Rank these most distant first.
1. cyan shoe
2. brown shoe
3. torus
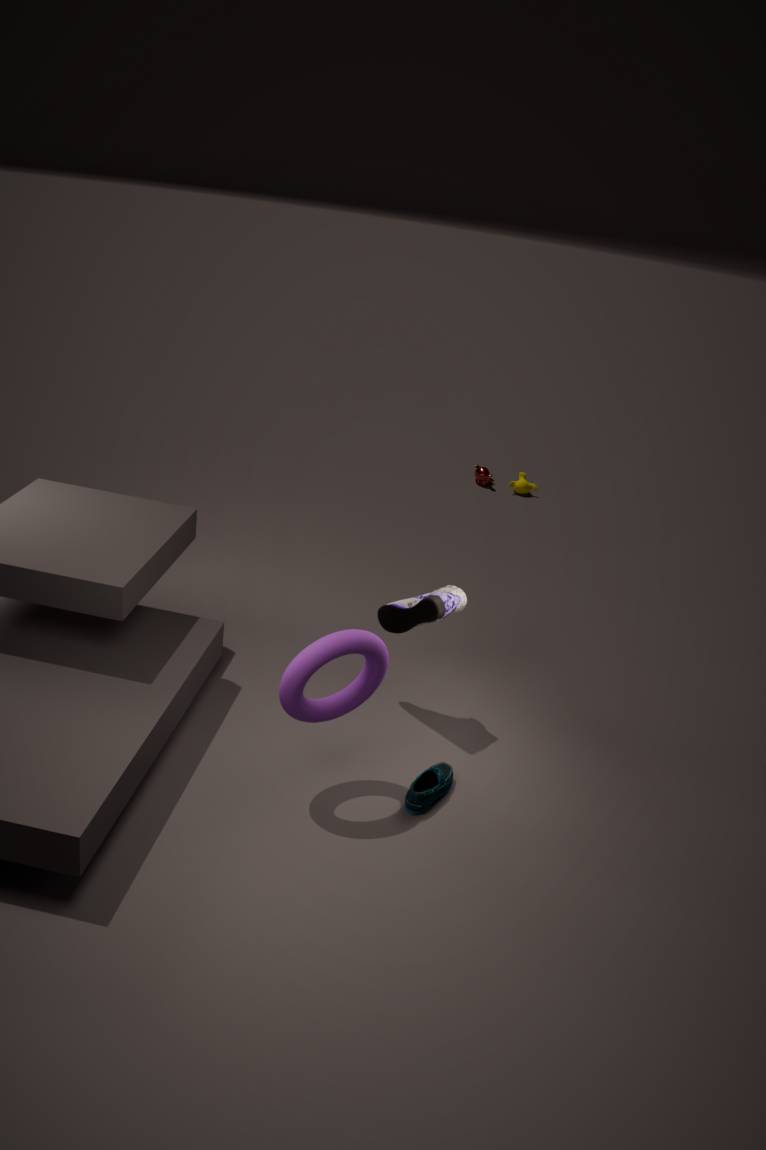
brown shoe
cyan shoe
torus
